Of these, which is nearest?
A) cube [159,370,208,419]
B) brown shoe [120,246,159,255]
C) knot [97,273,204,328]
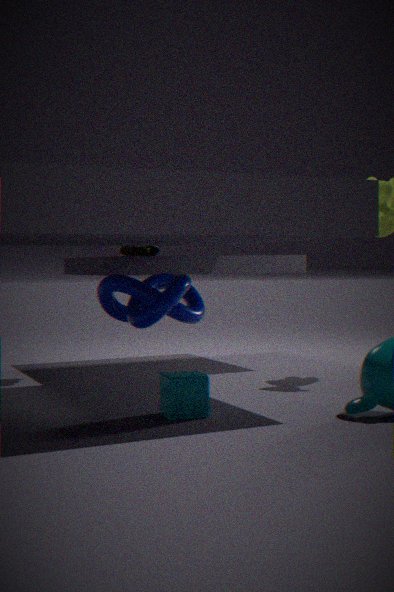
cube [159,370,208,419]
